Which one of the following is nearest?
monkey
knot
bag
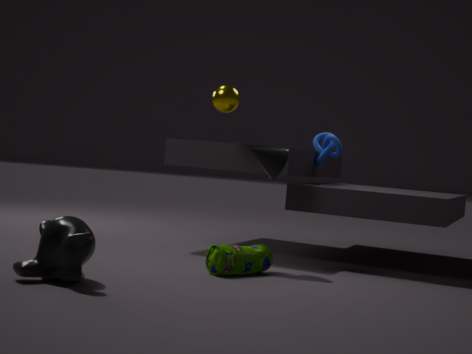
monkey
